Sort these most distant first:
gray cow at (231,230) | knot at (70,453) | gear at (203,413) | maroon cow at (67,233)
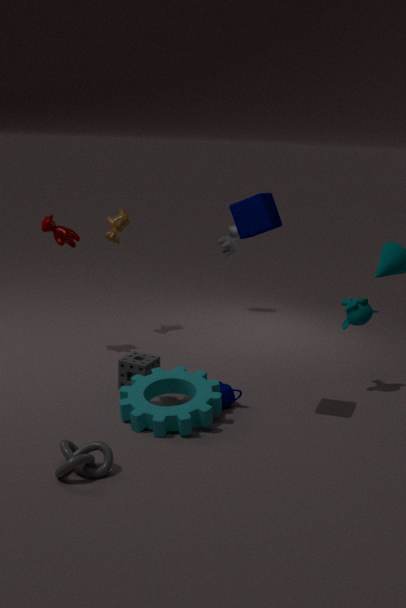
gray cow at (231,230) < maroon cow at (67,233) < gear at (203,413) < knot at (70,453)
